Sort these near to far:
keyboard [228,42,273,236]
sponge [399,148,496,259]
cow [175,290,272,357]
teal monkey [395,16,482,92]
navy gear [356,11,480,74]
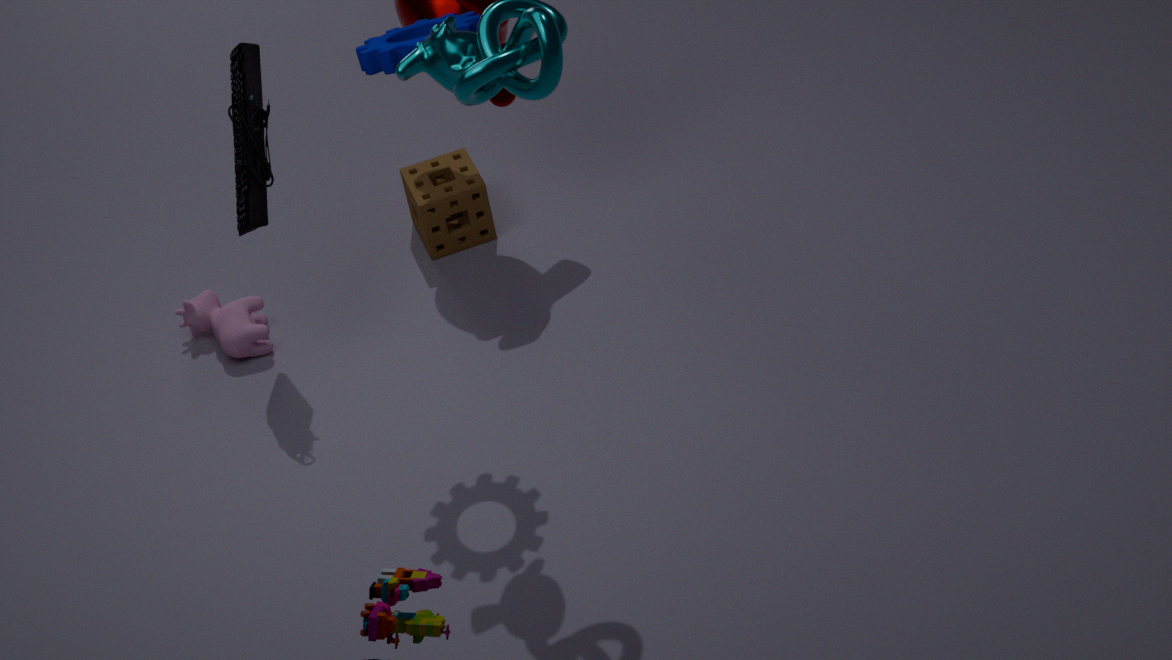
teal monkey [395,16,482,92]
navy gear [356,11,480,74]
keyboard [228,42,273,236]
cow [175,290,272,357]
sponge [399,148,496,259]
